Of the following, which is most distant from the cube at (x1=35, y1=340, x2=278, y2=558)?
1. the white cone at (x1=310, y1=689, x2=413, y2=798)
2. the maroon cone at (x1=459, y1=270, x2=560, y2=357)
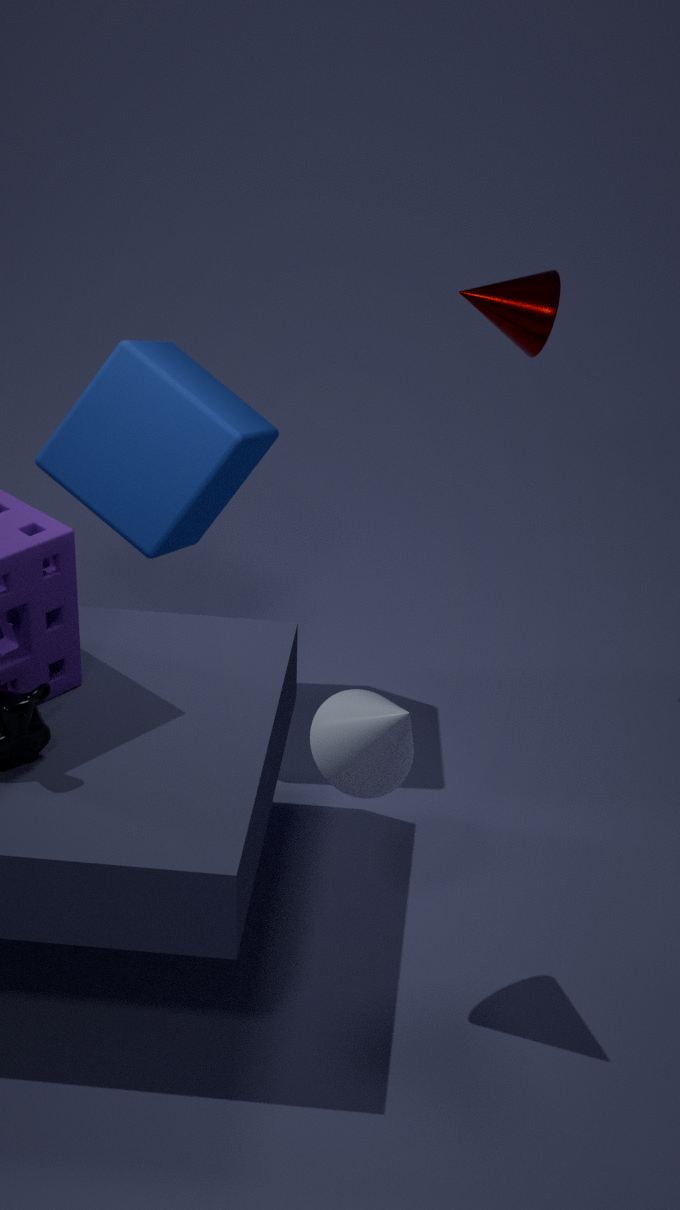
the white cone at (x1=310, y1=689, x2=413, y2=798)
